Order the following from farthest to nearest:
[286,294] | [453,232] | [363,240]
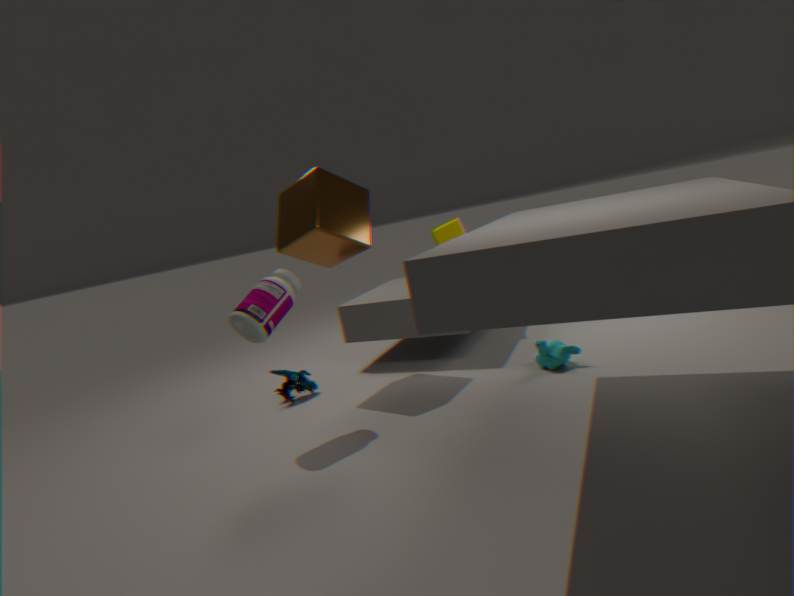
[453,232] < [363,240] < [286,294]
